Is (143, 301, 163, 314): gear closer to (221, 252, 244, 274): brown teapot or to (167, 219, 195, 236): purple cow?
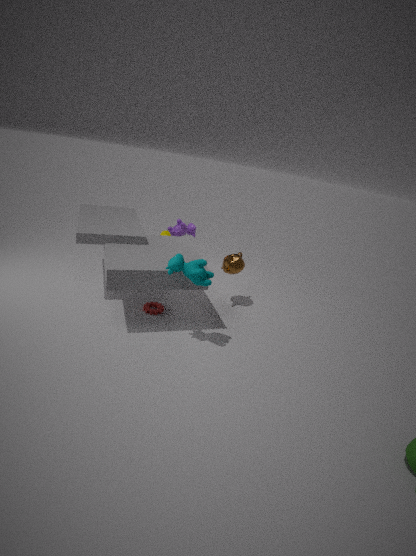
(221, 252, 244, 274): brown teapot
